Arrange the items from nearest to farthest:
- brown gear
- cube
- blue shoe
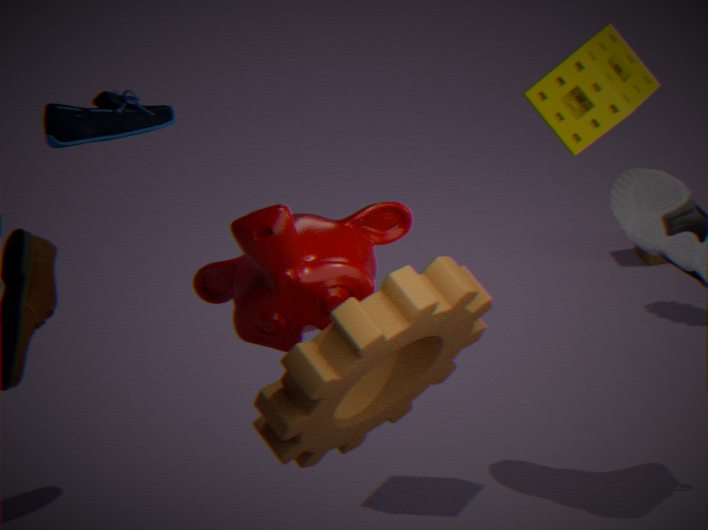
brown gear < blue shoe < cube
